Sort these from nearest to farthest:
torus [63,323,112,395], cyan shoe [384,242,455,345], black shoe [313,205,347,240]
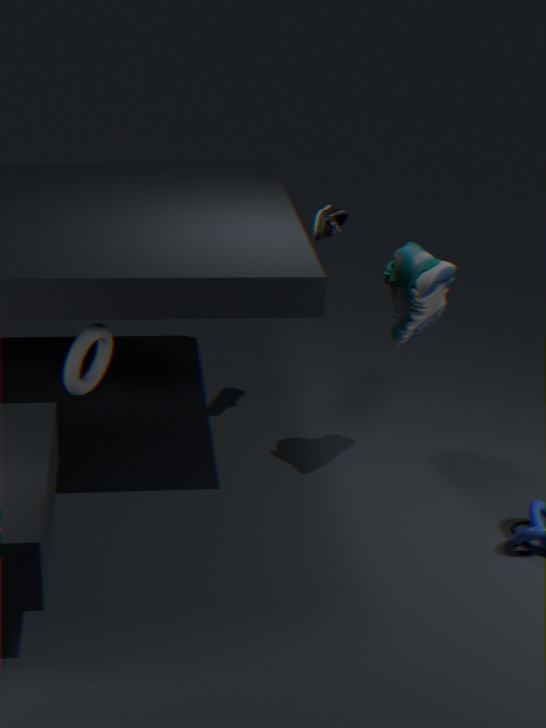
torus [63,323,112,395] → cyan shoe [384,242,455,345] → black shoe [313,205,347,240]
